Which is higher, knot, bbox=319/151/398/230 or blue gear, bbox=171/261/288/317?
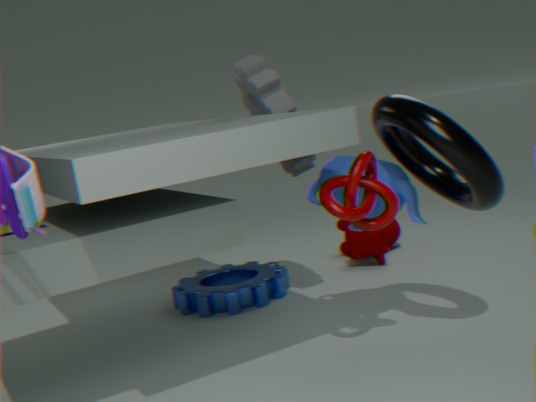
knot, bbox=319/151/398/230
